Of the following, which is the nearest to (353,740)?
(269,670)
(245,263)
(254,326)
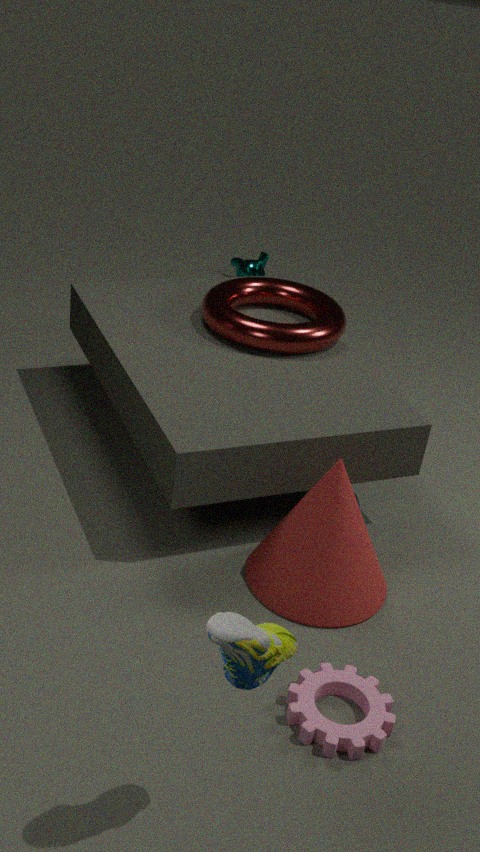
(269,670)
